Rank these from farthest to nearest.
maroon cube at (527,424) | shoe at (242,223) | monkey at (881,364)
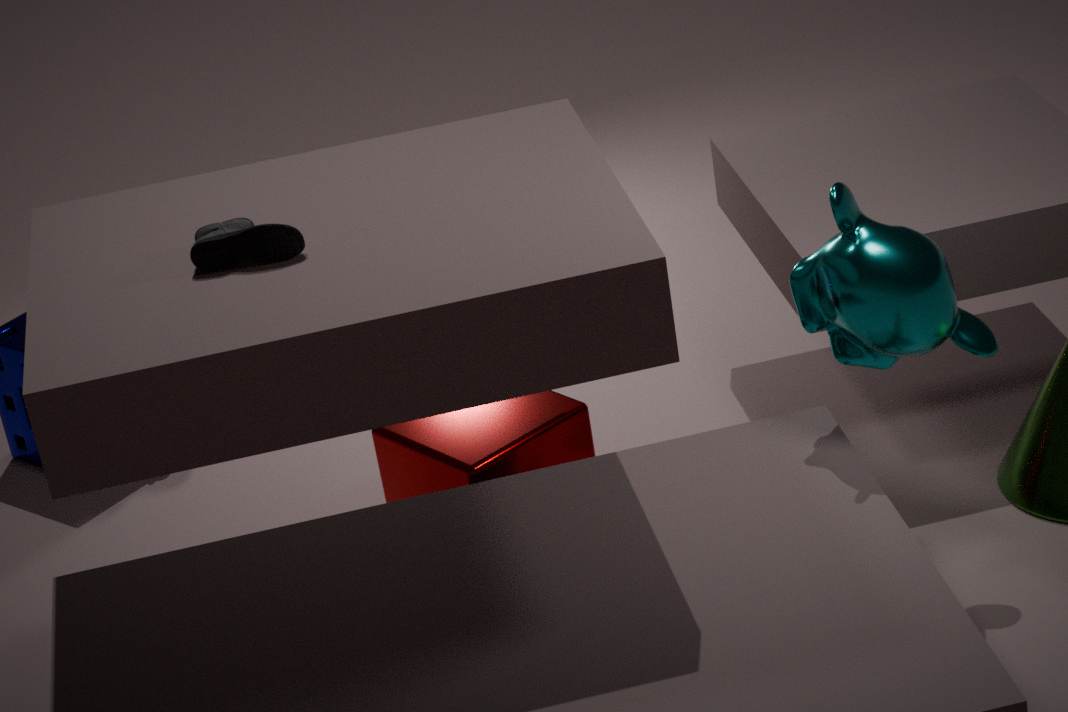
maroon cube at (527,424) < monkey at (881,364) < shoe at (242,223)
